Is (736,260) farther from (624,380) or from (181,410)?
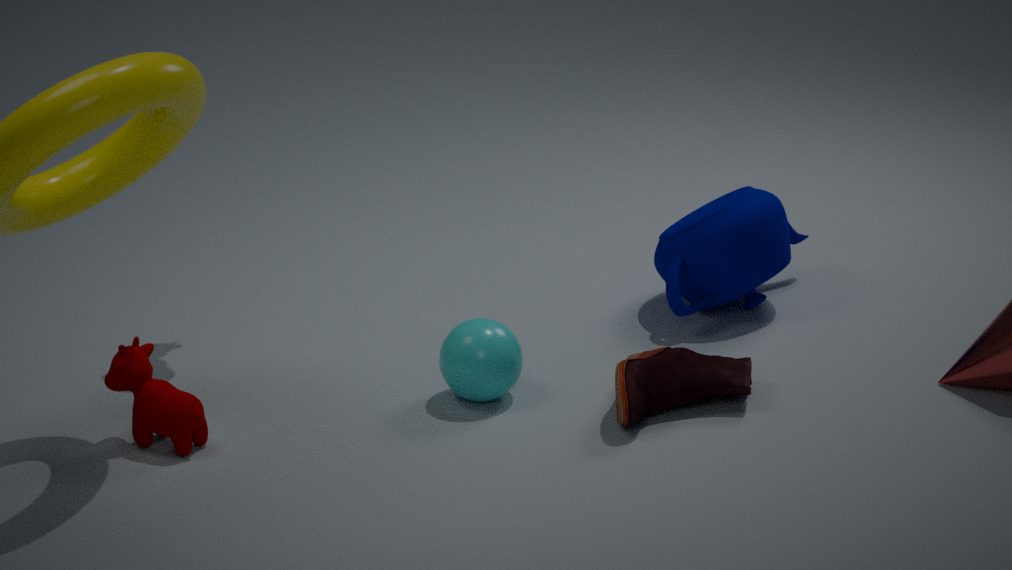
(181,410)
